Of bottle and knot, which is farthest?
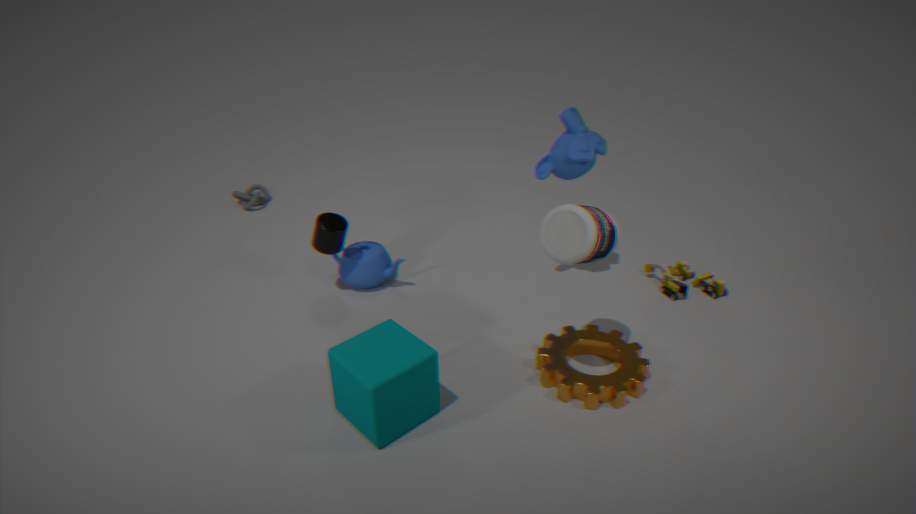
knot
